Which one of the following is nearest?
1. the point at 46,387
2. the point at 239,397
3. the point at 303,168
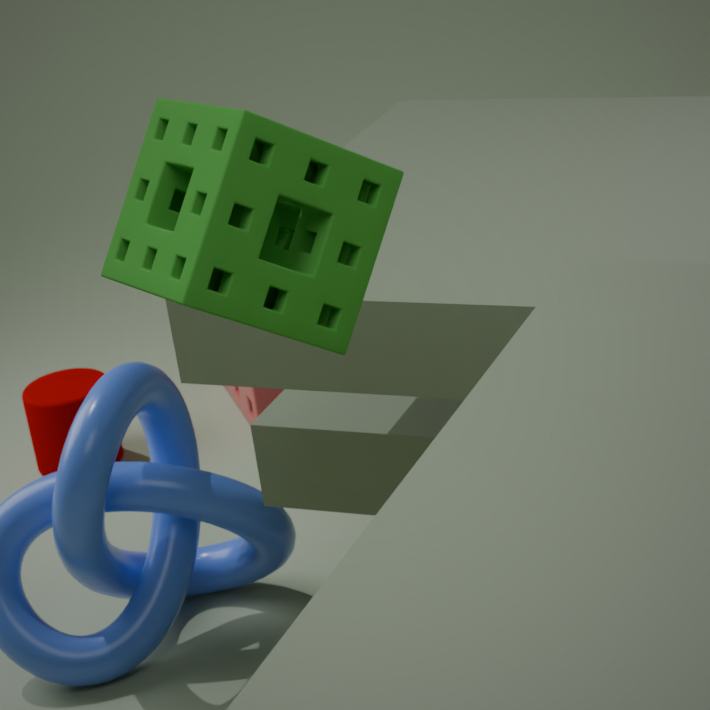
the point at 303,168
